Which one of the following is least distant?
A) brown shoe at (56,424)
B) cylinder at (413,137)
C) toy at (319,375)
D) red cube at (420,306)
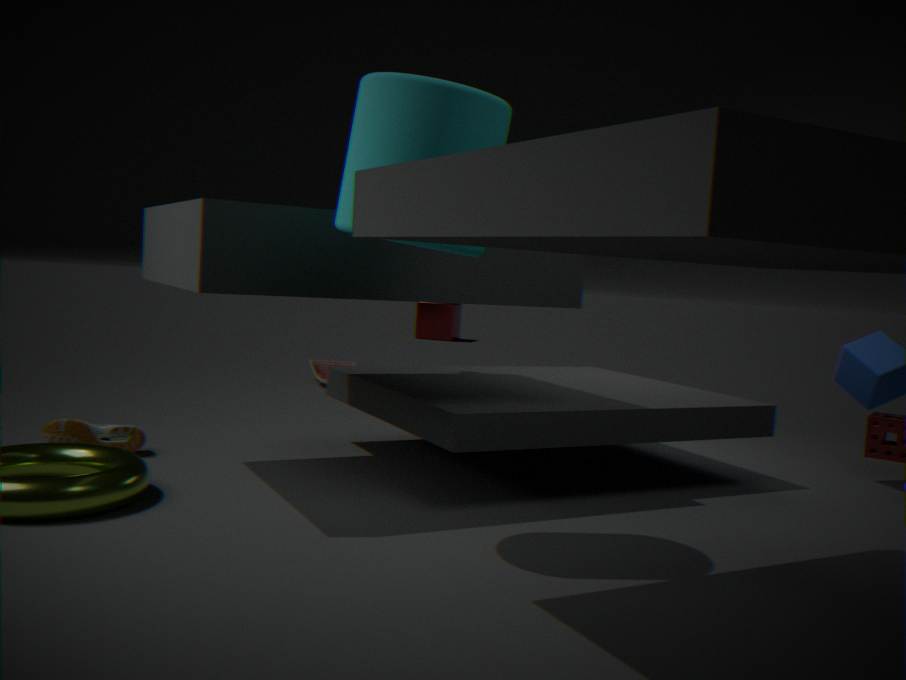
cylinder at (413,137)
